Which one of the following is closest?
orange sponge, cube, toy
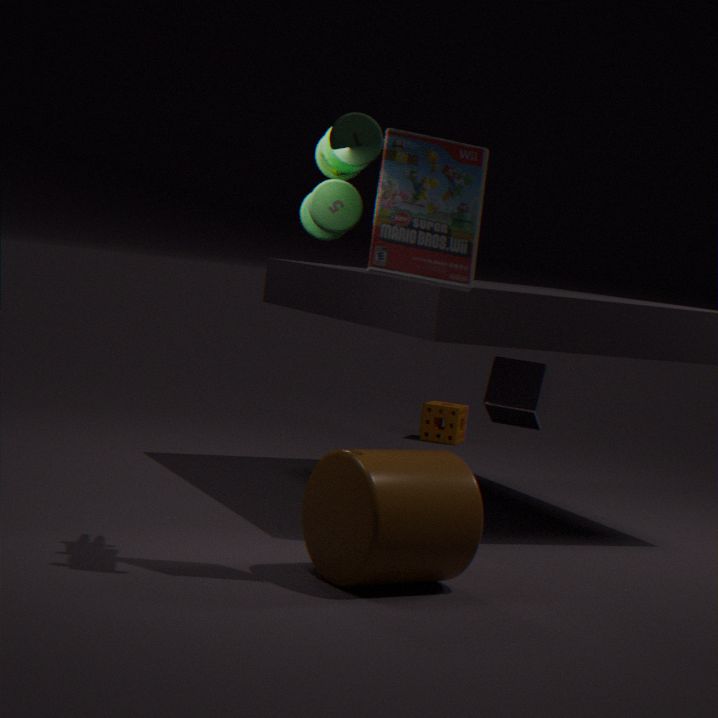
toy
